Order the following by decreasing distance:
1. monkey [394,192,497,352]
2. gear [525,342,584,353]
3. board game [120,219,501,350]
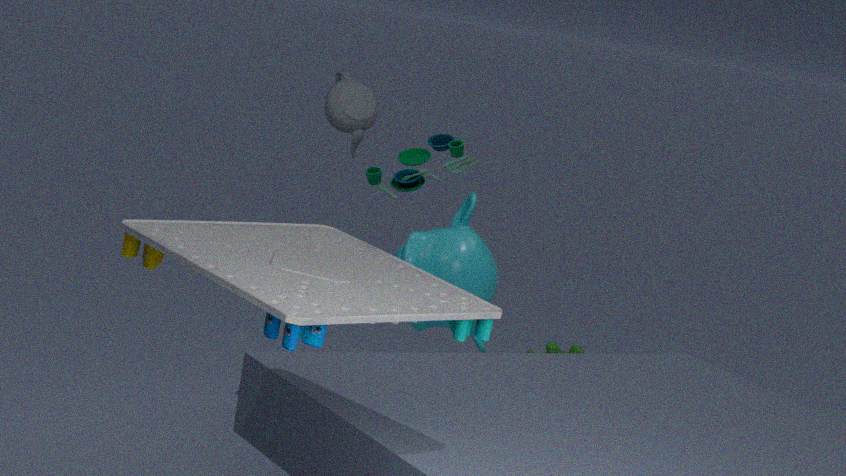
monkey [394,192,497,352]
gear [525,342,584,353]
board game [120,219,501,350]
